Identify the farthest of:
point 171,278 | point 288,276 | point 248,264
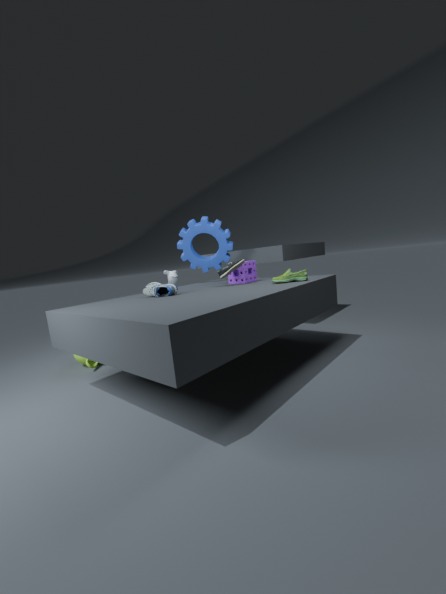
point 171,278
